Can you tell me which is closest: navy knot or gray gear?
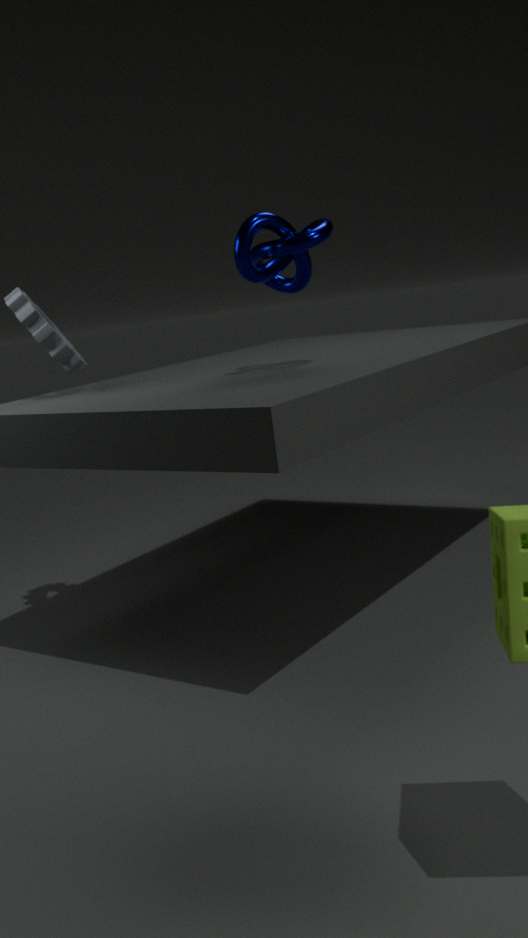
navy knot
